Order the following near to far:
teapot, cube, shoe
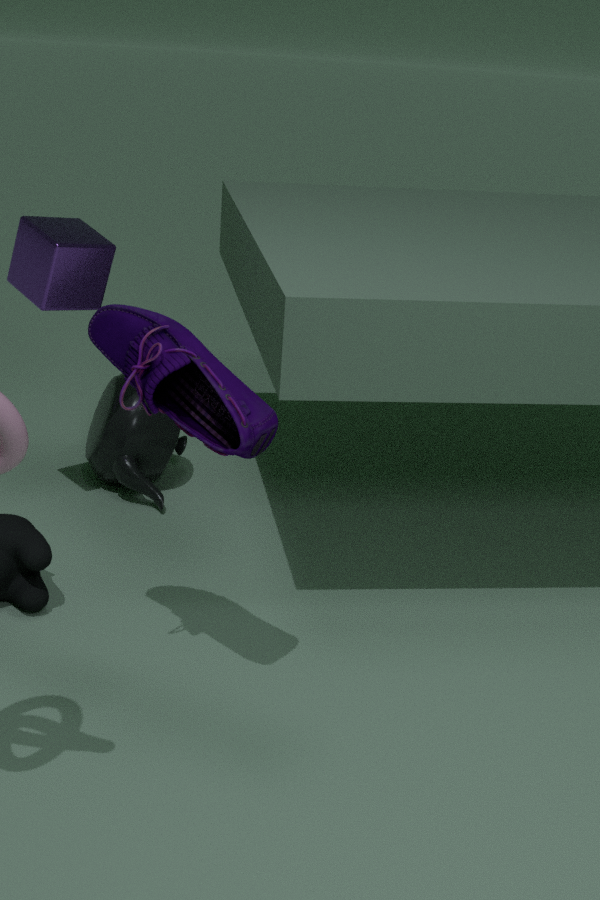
shoe, cube, teapot
